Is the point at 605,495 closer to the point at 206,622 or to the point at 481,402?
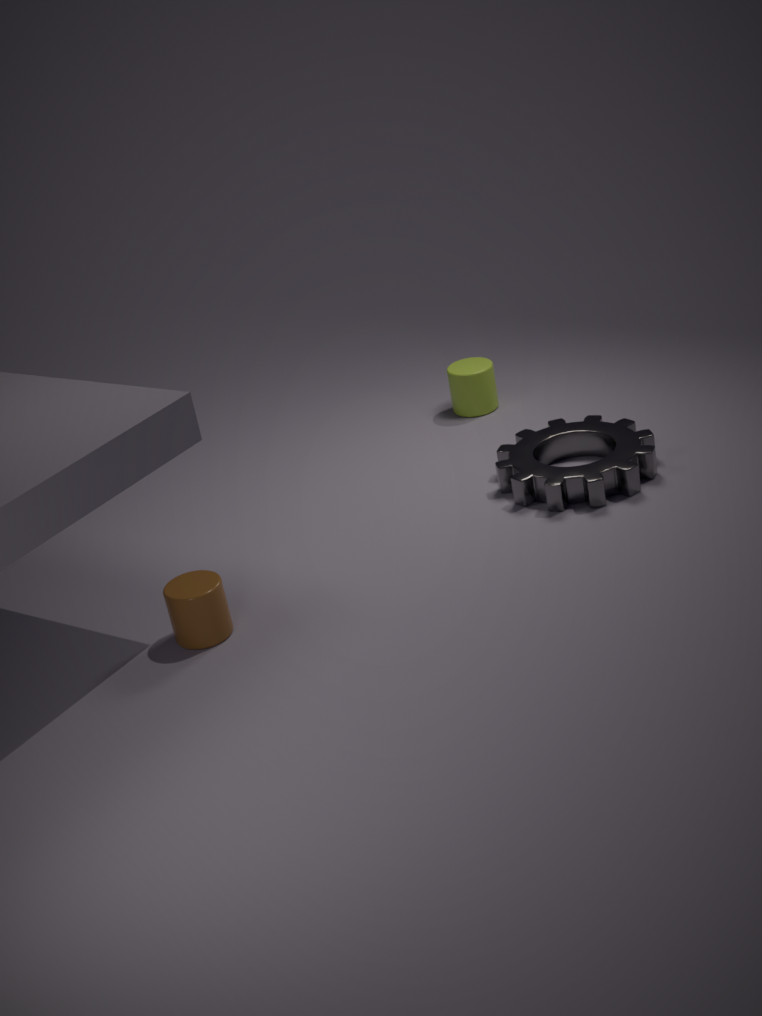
the point at 481,402
